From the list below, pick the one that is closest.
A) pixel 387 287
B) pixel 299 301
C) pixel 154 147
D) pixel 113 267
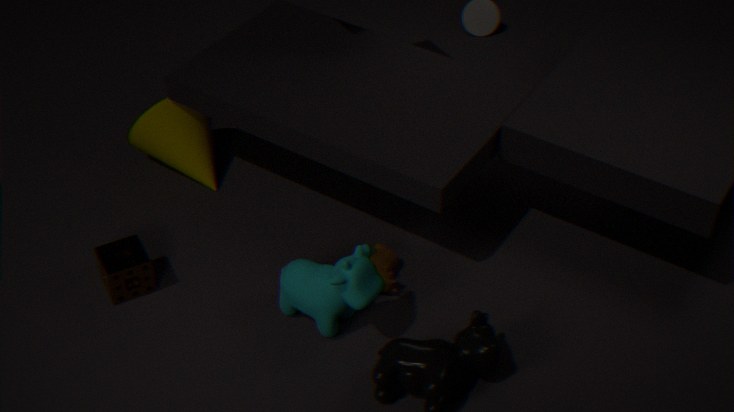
pixel 299 301
